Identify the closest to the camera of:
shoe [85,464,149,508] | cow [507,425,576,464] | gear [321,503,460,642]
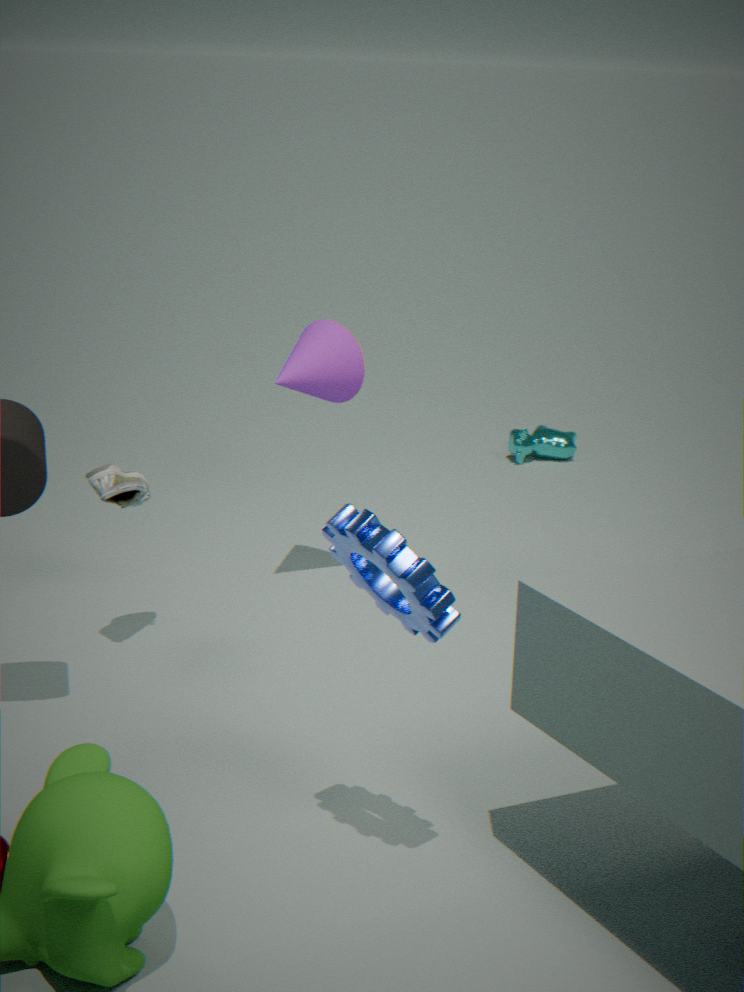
gear [321,503,460,642]
